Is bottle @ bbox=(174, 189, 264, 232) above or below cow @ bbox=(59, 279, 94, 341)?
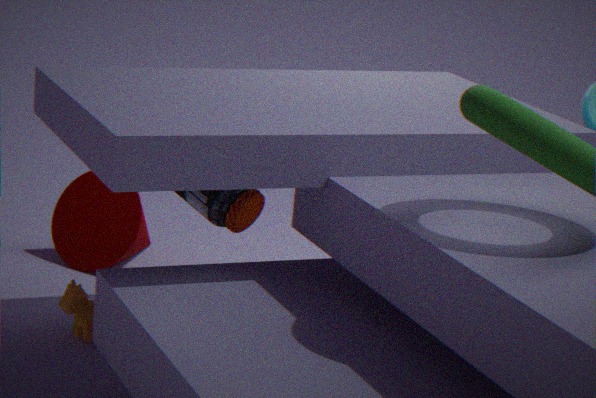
above
